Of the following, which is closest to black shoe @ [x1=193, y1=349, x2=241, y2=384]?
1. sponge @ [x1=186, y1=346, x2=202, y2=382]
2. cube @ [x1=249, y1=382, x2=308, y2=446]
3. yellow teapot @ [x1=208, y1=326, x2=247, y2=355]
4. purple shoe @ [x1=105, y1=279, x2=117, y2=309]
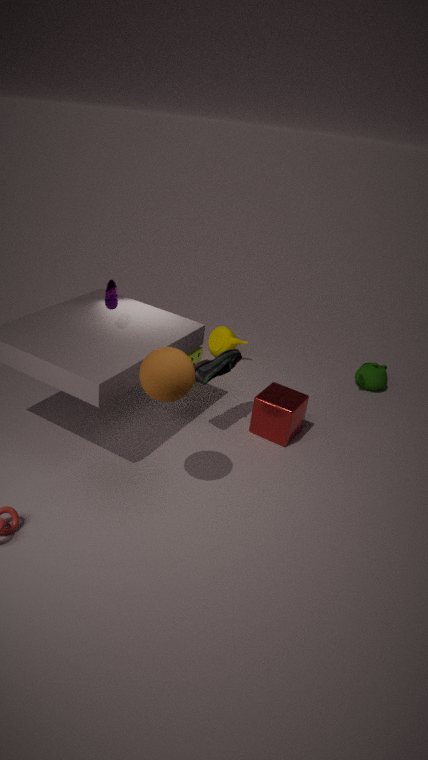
cube @ [x1=249, y1=382, x2=308, y2=446]
